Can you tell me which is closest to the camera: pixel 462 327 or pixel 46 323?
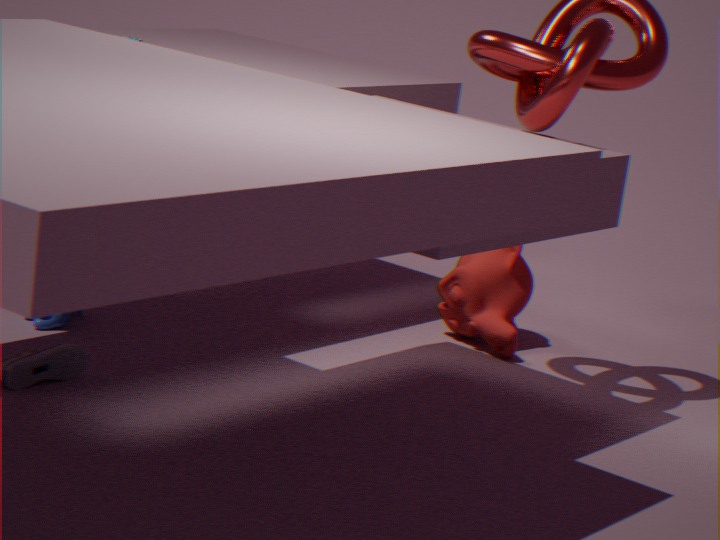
pixel 46 323
